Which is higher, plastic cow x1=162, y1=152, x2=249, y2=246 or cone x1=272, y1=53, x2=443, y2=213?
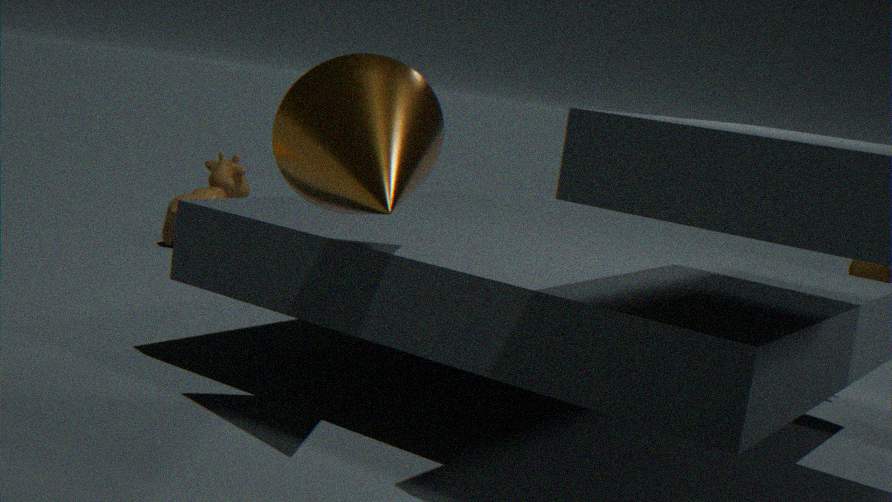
cone x1=272, y1=53, x2=443, y2=213
